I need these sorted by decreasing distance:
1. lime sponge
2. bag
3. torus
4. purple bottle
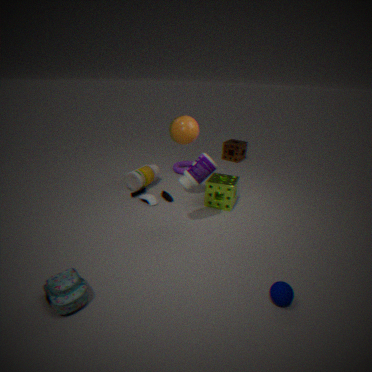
torus
lime sponge
purple bottle
bag
